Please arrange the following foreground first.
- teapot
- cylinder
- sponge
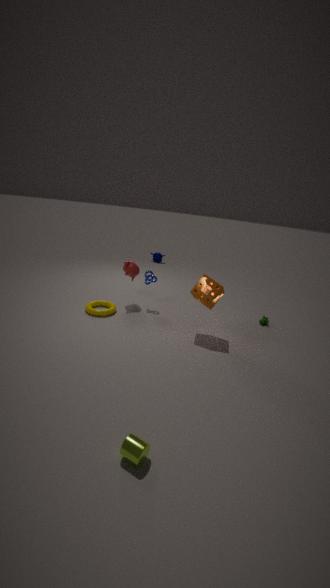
cylinder → sponge → teapot
